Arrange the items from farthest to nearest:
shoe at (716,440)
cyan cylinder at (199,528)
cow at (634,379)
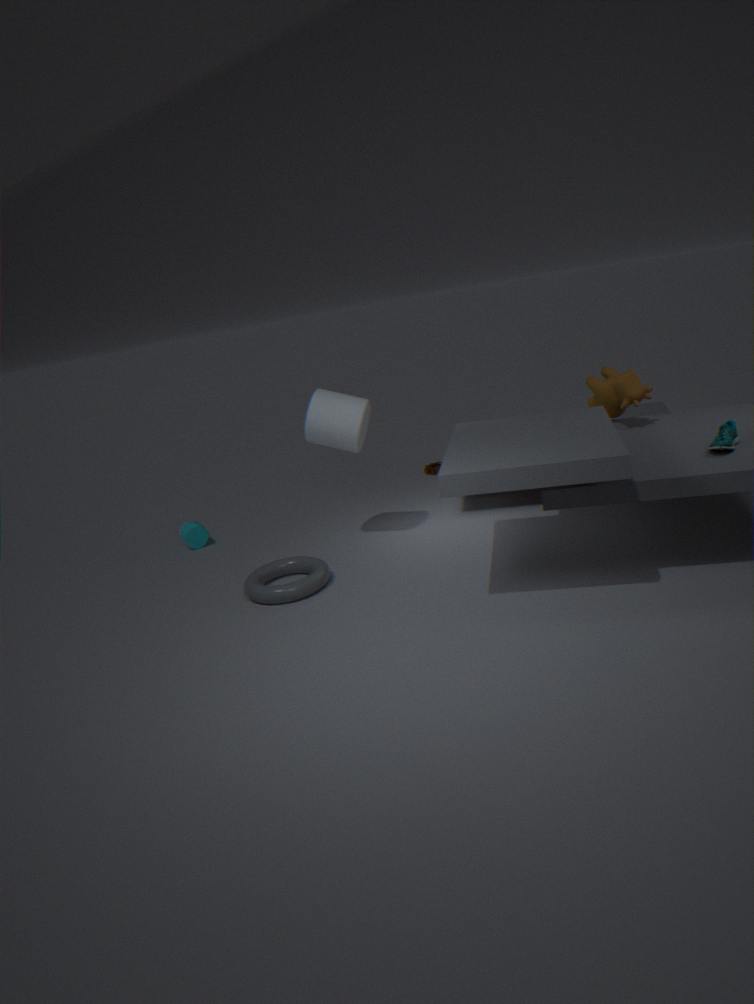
cyan cylinder at (199,528)
cow at (634,379)
shoe at (716,440)
